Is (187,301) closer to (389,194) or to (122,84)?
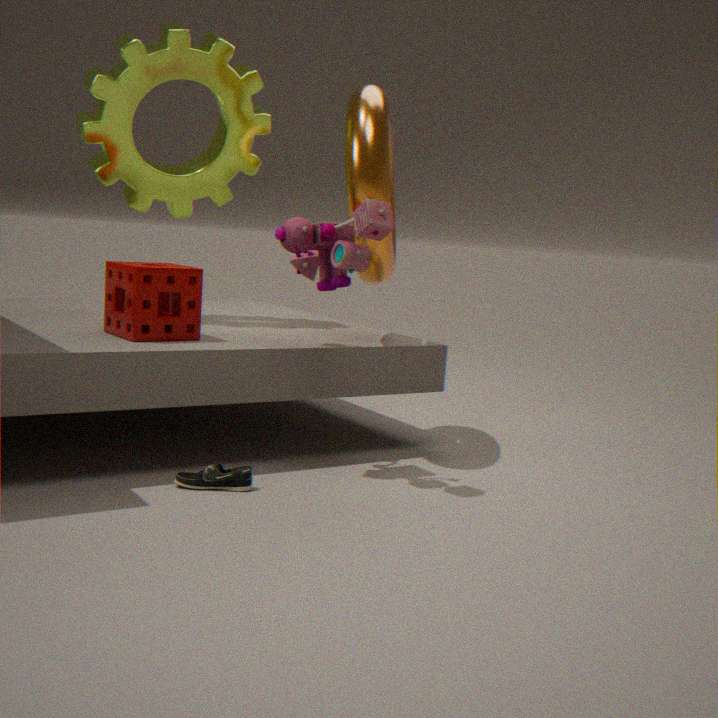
(122,84)
